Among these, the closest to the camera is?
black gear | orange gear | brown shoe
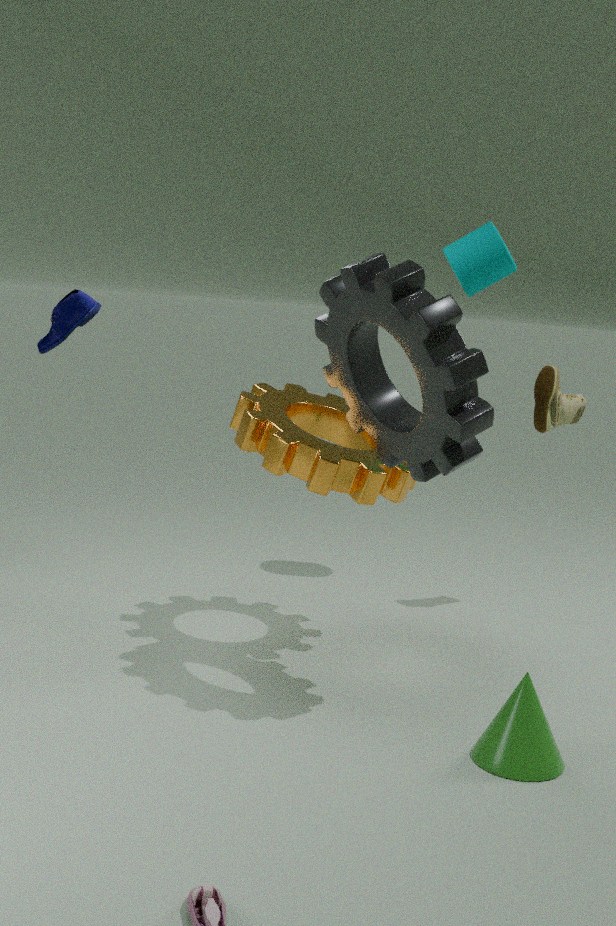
black gear
